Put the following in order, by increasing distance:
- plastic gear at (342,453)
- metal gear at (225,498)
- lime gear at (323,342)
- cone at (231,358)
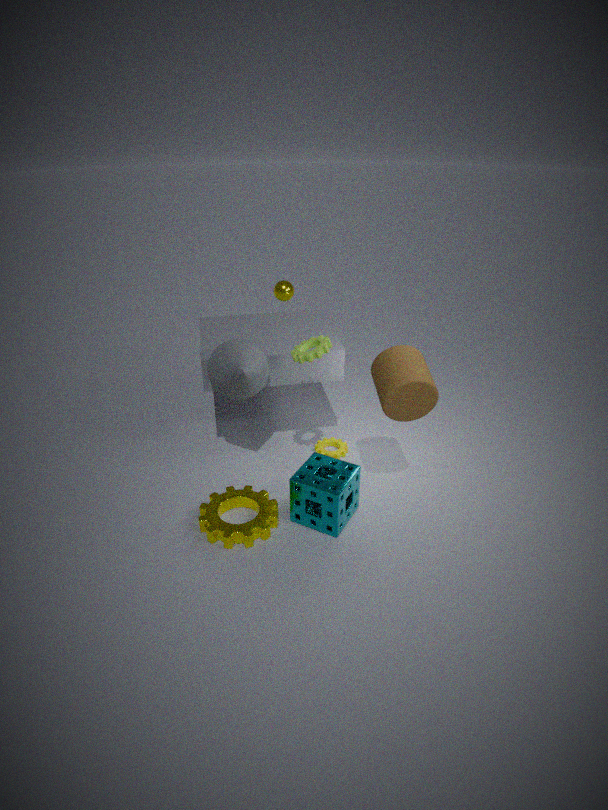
lime gear at (323,342) → metal gear at (225,498) → cone at (231,358) → plastic gear at (342,453)
